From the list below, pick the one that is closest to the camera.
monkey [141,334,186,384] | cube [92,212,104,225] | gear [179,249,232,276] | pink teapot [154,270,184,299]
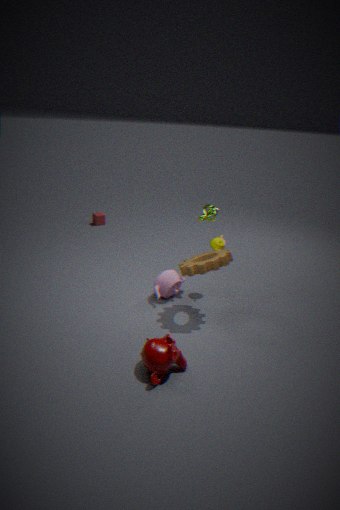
monkey [141,334,186,384]
